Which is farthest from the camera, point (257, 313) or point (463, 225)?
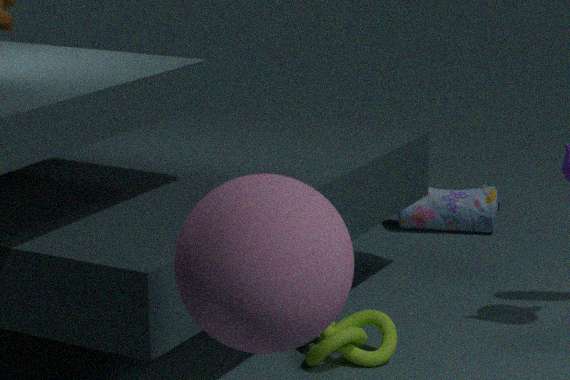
point (463, 225)
